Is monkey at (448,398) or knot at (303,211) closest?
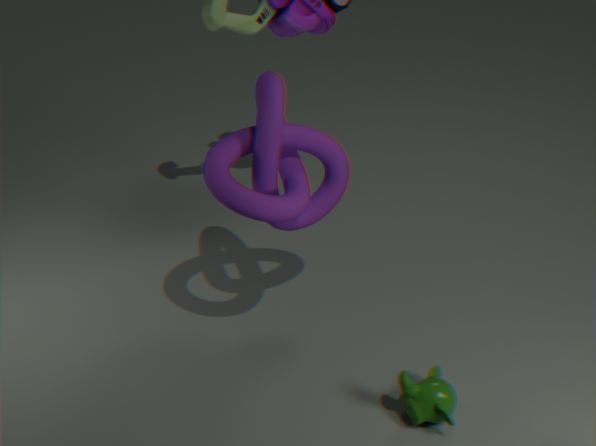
monkey at (448,398)
